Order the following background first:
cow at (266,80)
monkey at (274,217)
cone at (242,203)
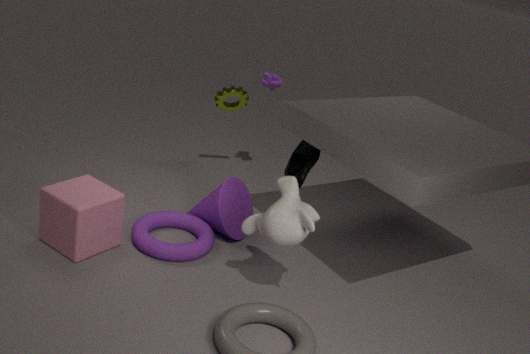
cow at (266,80)
cone at (242,203)
monkey at (274,217)
